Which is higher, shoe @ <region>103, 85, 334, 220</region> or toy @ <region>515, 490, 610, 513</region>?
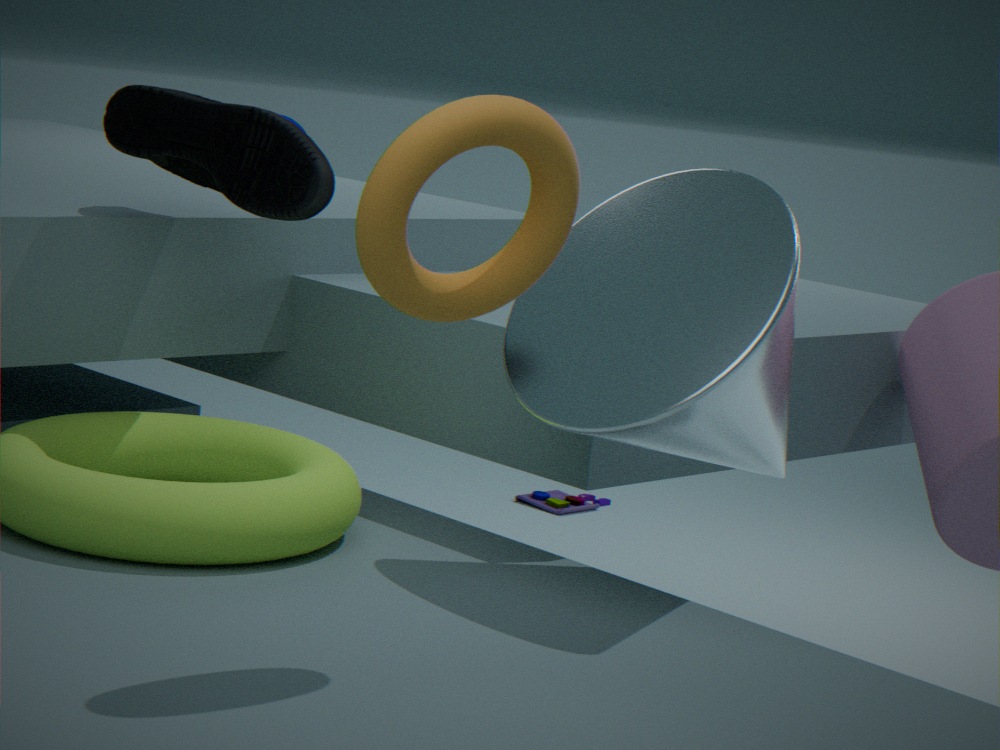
shoe @ <region>103, 85, 334, 220</region>
